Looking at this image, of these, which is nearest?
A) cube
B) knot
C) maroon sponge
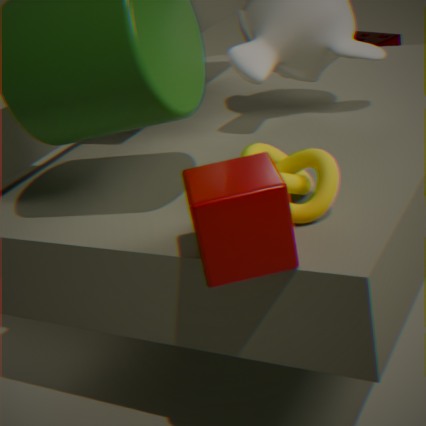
cube
